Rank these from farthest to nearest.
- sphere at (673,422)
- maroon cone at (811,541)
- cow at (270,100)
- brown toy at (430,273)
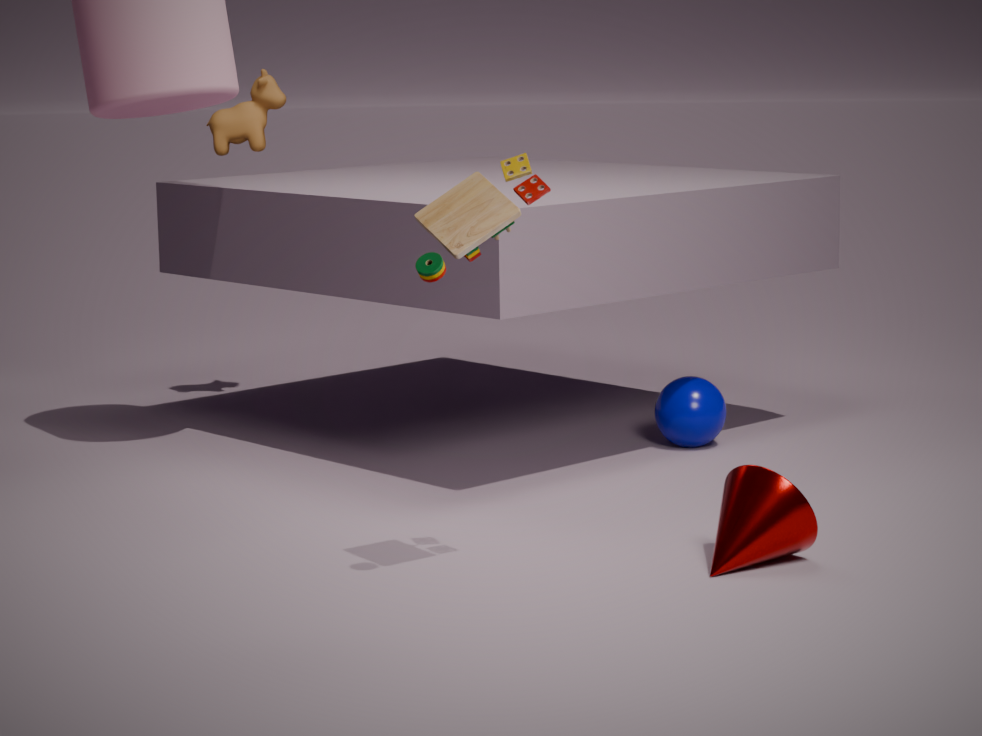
cow at (270,100) < sphere at (673,422) < maroon cone at (811,541) < brown toy at (430,273)
